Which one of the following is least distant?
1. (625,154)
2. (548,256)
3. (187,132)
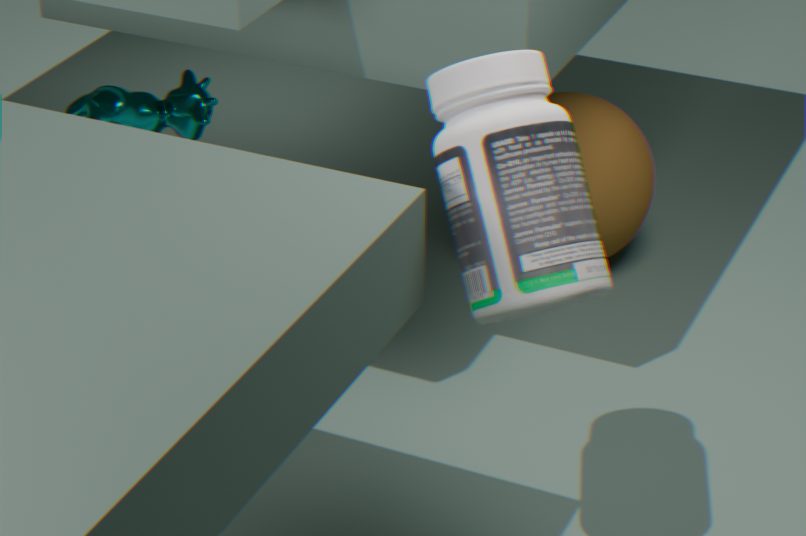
(548,256)
